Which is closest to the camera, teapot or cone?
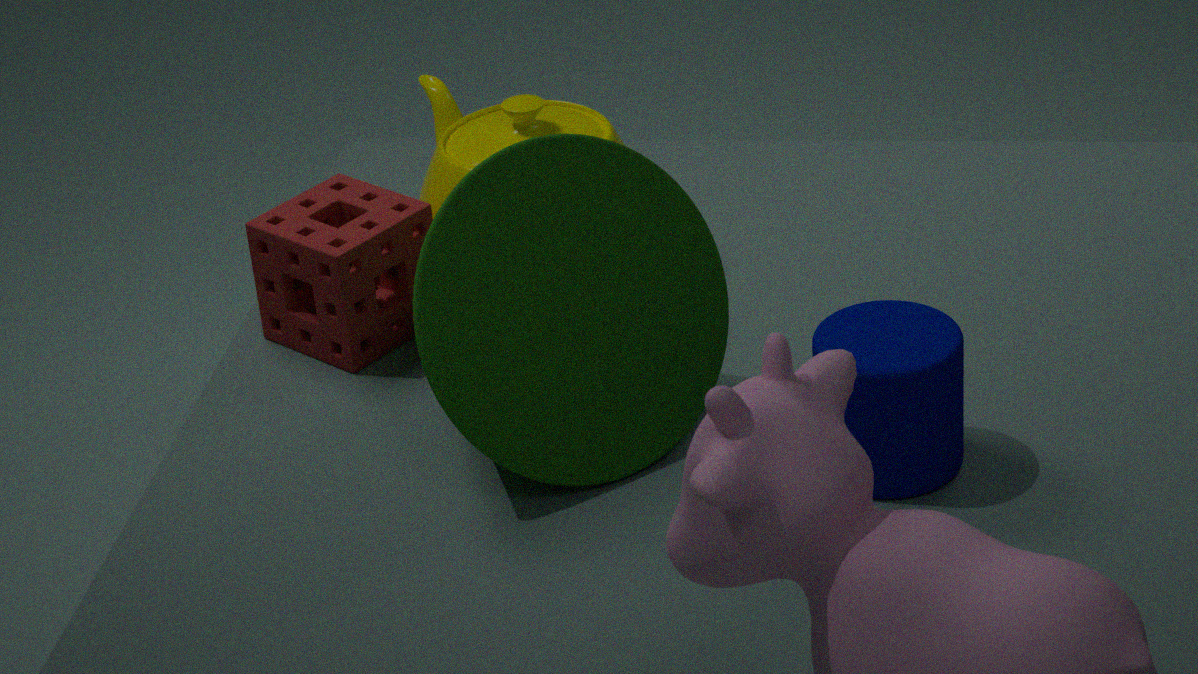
cone
